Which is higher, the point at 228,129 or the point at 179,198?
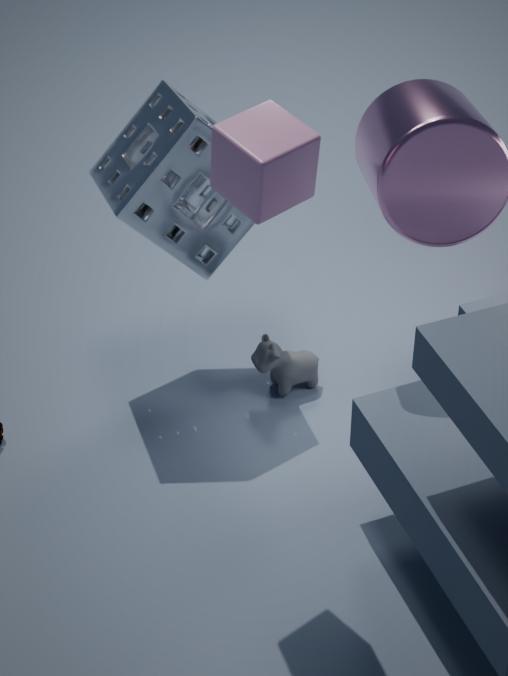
the point at 228,129
